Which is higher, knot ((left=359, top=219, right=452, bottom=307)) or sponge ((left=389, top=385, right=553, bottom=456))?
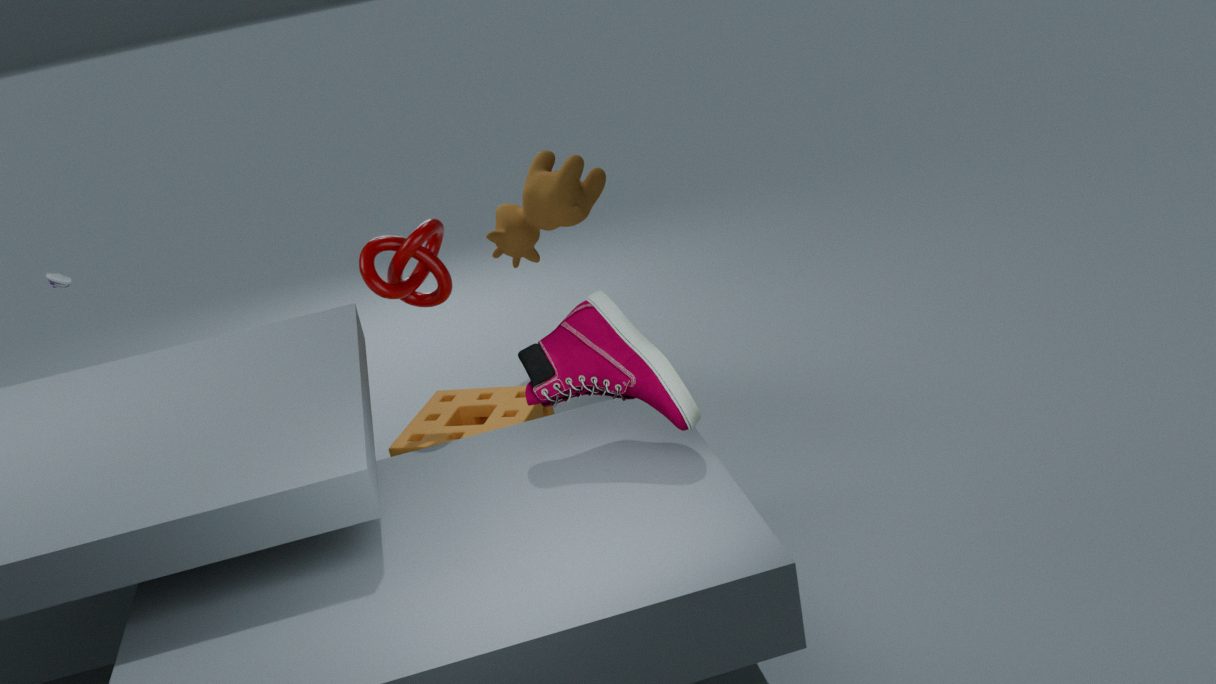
knot ((left=359, top=219, right=452, bottom=307))
